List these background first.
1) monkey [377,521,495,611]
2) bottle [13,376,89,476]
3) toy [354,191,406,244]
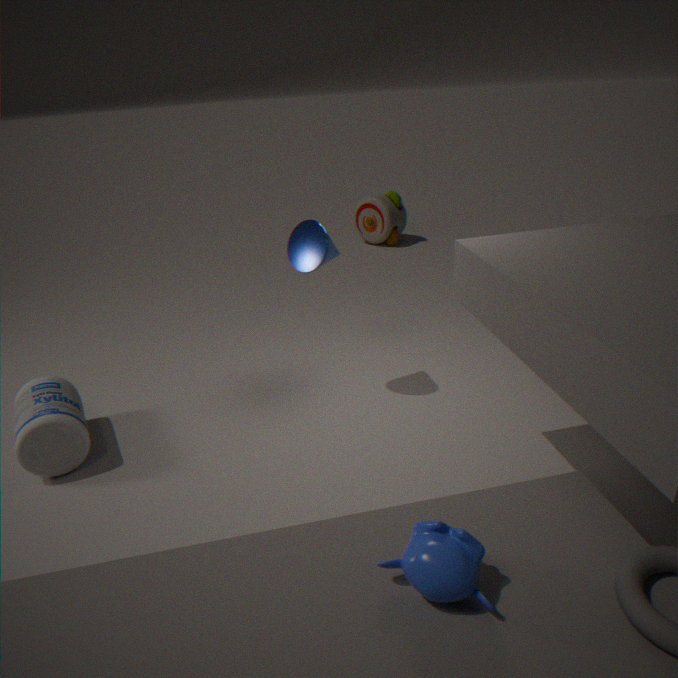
3. toy [354,191,406,244], 2. bottle [13,376,89,476], 1. monkey [377,521,495,611]
